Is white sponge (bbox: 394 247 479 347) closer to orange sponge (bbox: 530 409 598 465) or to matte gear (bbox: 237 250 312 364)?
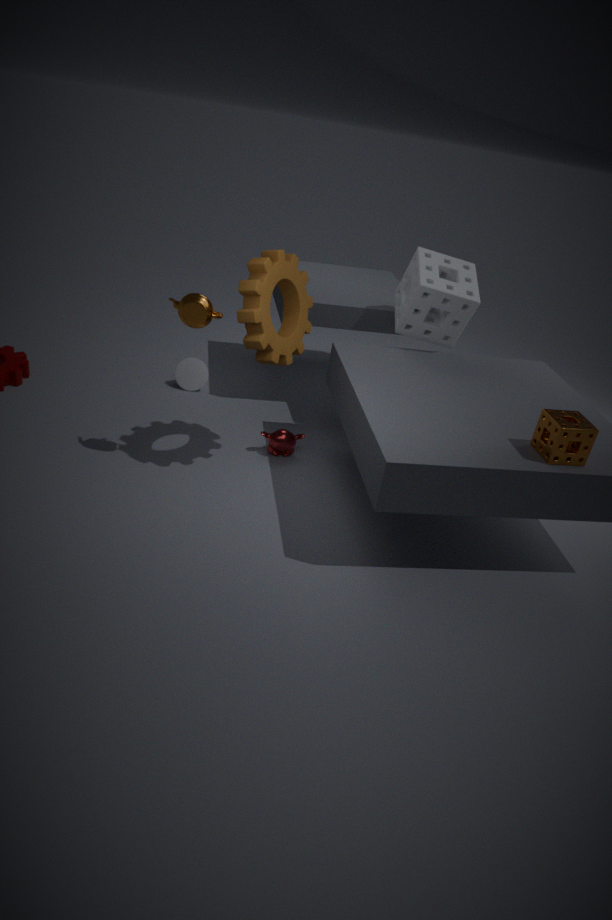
matte gear (bbox: 237 250 312 364)
